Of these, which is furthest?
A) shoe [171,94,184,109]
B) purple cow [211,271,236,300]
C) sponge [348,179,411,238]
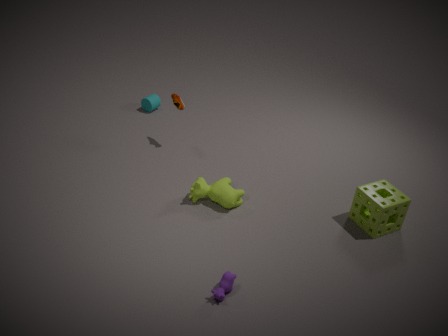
shoe [171,94,184,109]
